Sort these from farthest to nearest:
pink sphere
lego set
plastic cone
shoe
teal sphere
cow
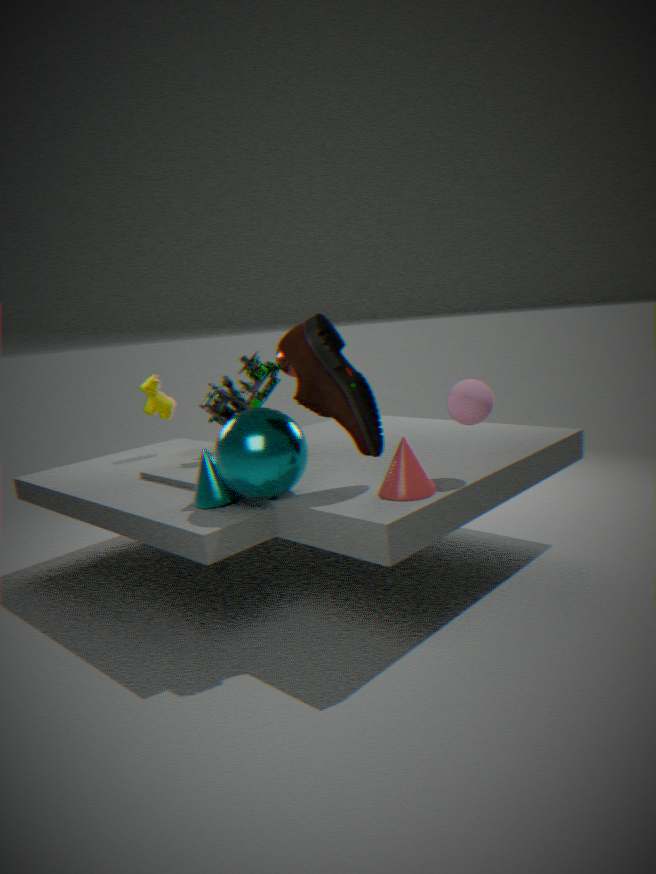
cow
lego set
pink sphere
teal sphere
plastic cone
shoe
